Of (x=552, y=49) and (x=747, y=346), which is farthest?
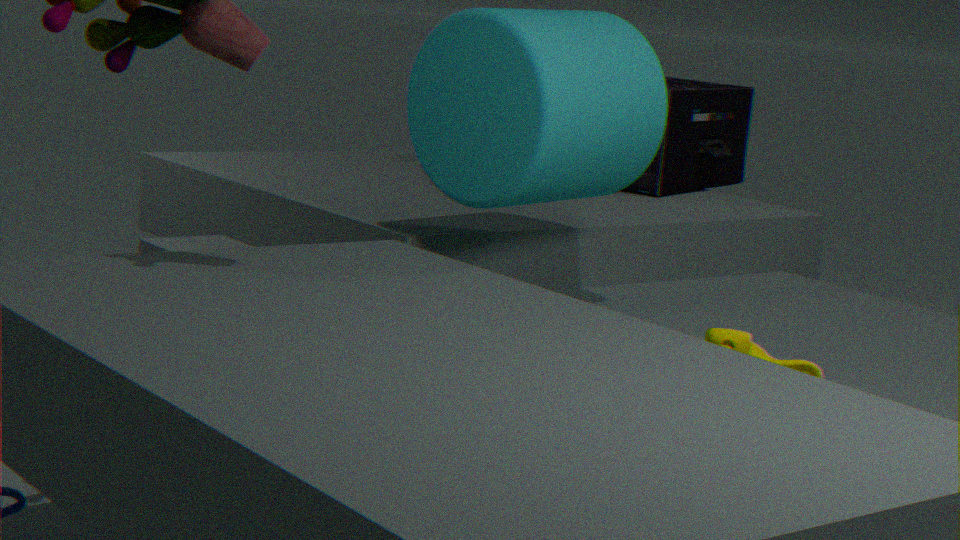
(x=552, y=49)
